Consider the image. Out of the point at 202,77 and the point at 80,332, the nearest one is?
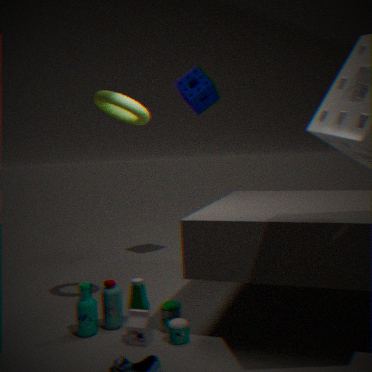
the point at 80,332
